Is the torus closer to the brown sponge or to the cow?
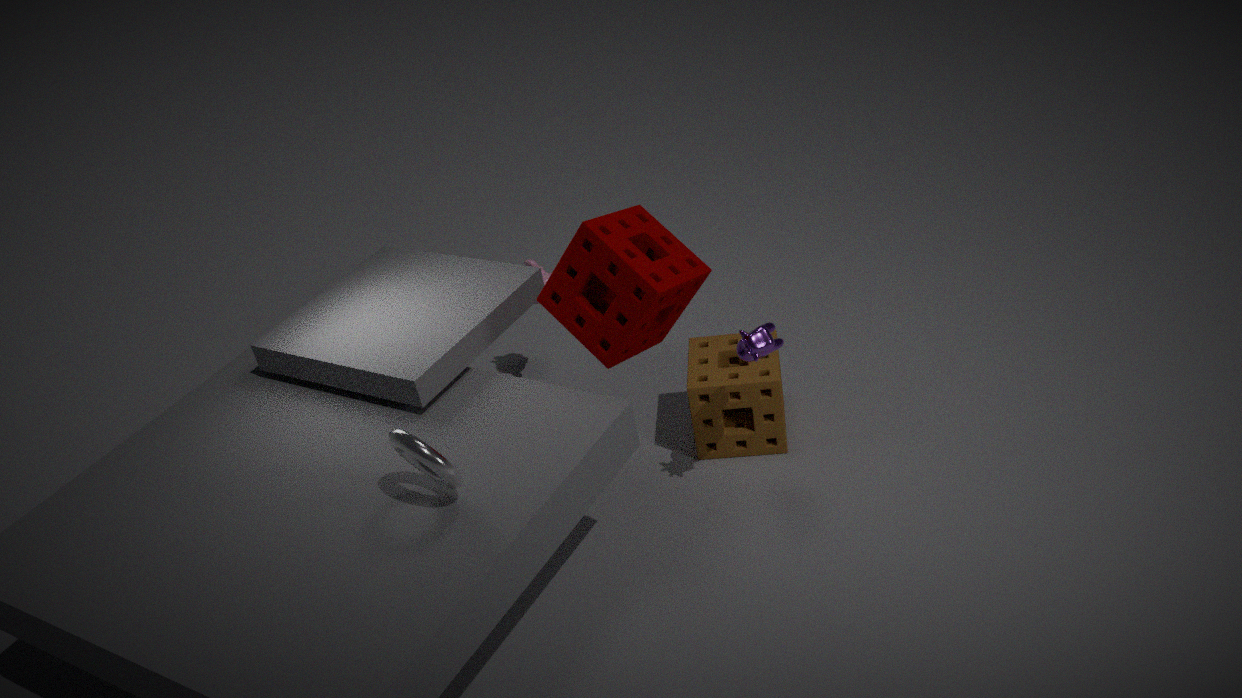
the cow
